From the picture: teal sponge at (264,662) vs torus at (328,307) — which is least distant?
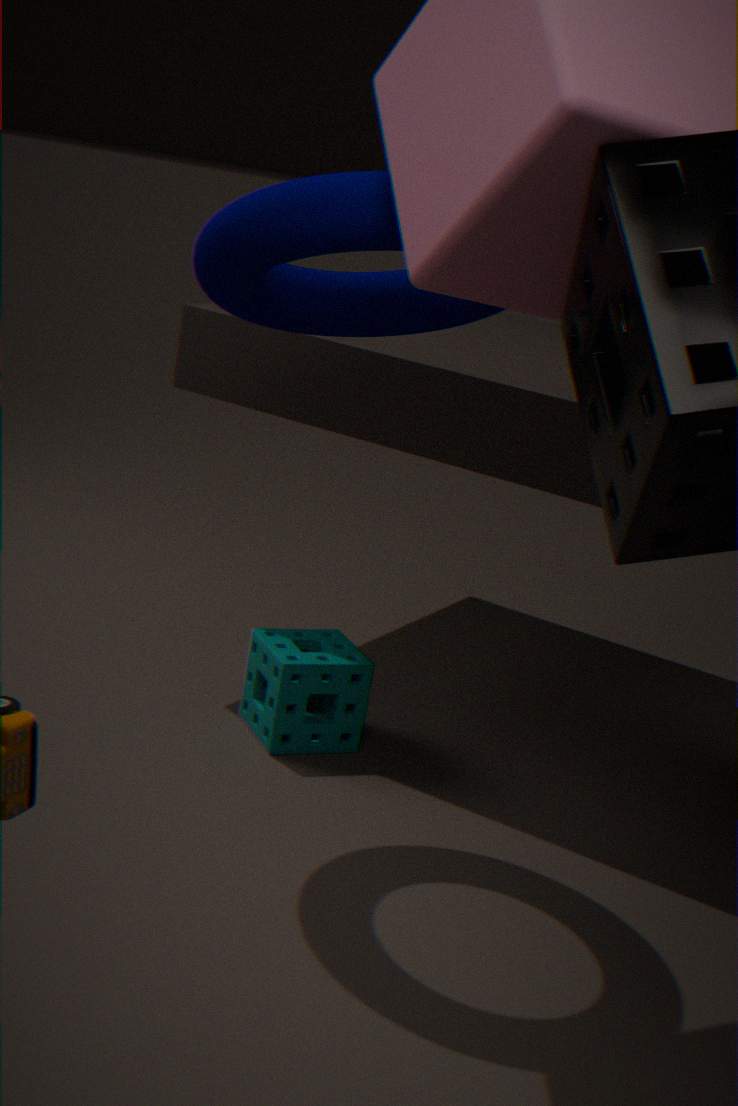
torus at (328,307)
